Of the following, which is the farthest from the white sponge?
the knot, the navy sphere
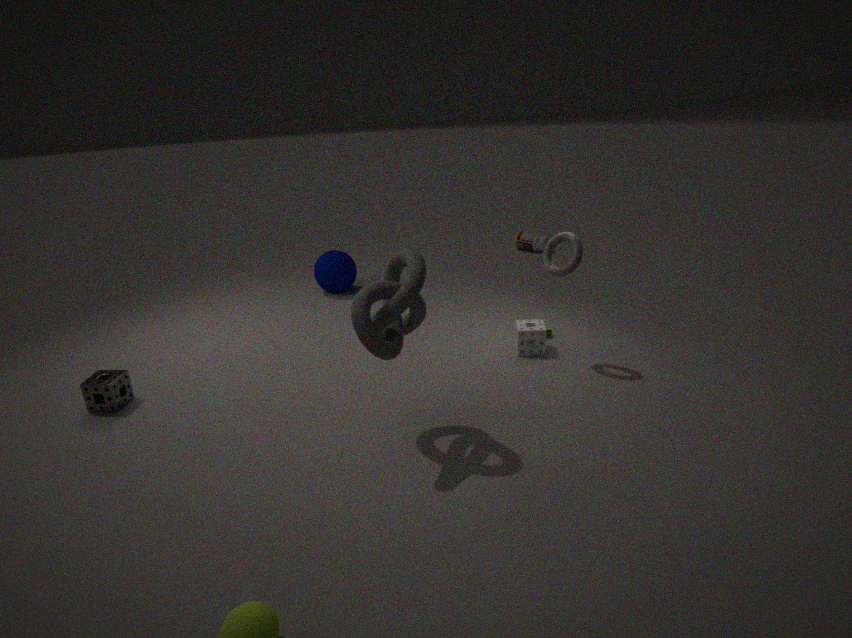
the navy sphere
